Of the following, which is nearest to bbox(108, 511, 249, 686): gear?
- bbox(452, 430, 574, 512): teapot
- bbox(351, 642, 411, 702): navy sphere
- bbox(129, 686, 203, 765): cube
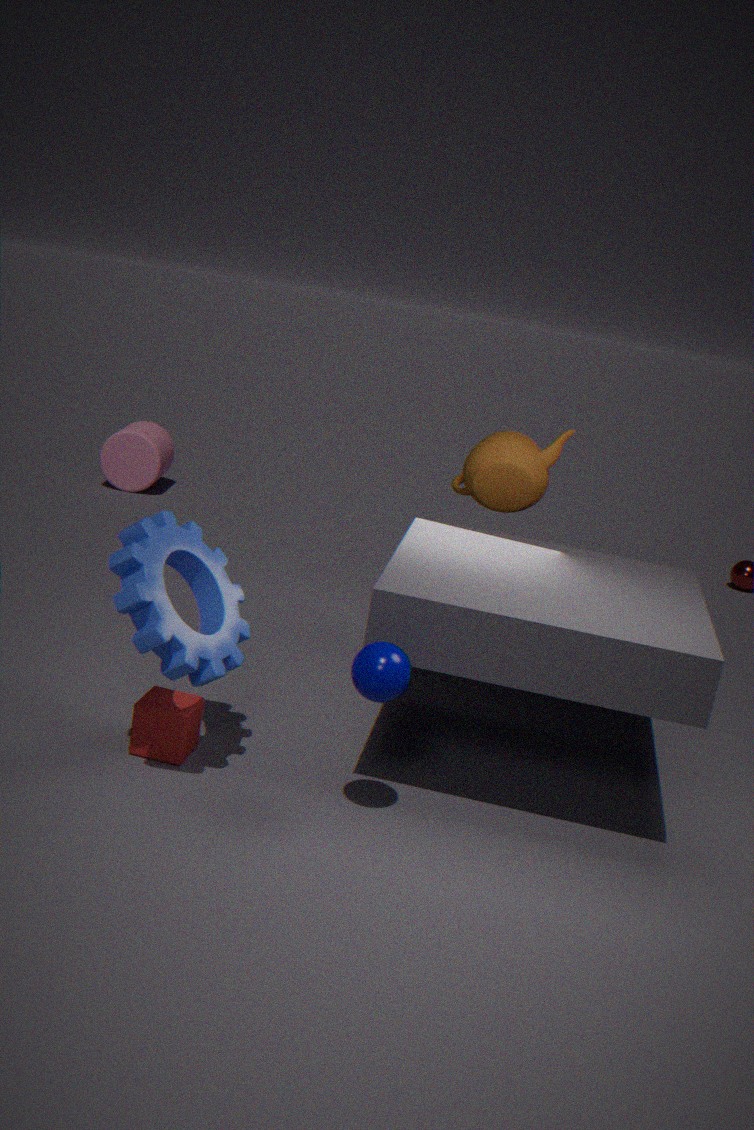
bbox(129, 686, 203, 765): cube
